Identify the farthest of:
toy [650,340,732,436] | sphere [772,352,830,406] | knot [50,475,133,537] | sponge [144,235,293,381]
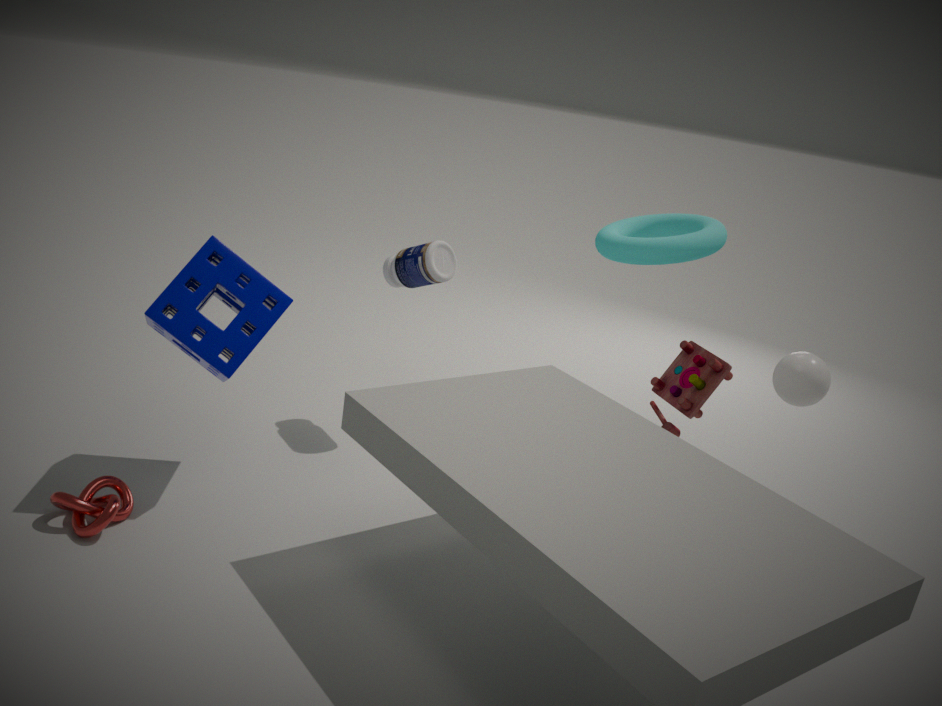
toy [650,340,732,436]
